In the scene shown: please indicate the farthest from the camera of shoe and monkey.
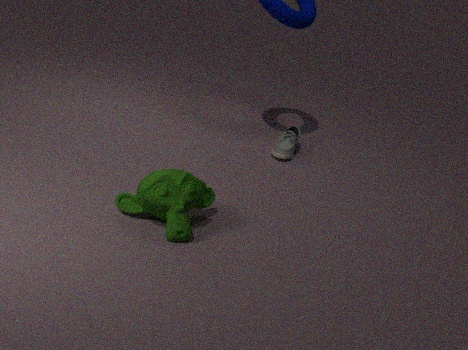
shoe
